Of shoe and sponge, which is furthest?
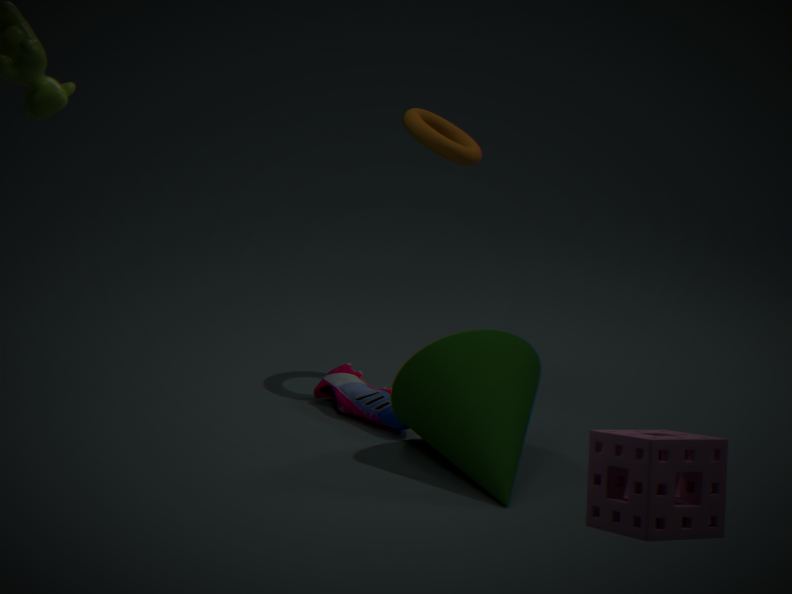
shoe
